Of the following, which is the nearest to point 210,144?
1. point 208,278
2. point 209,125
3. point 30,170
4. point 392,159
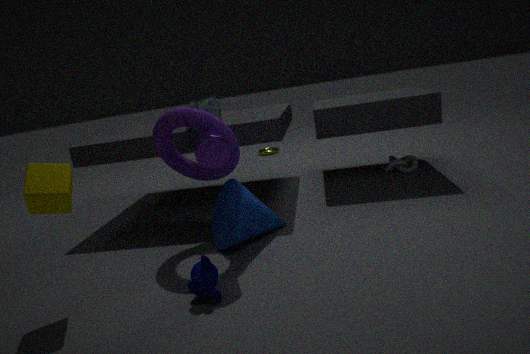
point 209,125
